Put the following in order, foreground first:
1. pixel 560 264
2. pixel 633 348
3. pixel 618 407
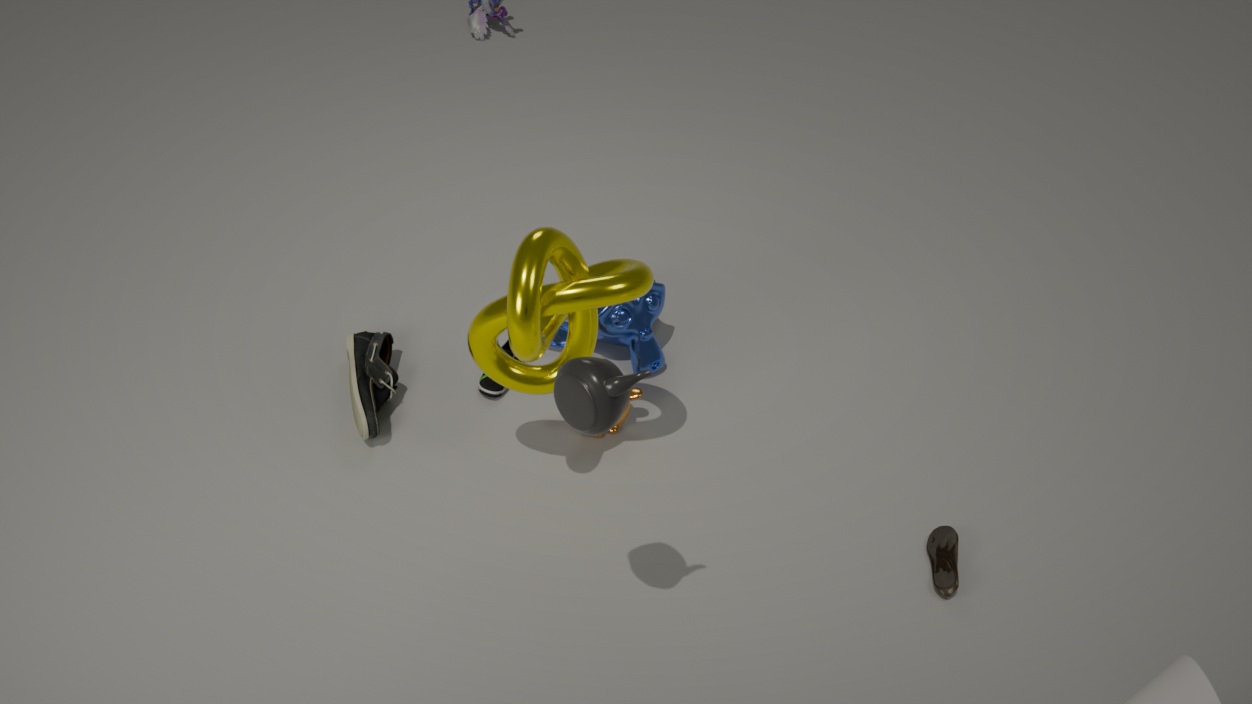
pixel 618 407 → pixel 560 264 → pixel 633 348
